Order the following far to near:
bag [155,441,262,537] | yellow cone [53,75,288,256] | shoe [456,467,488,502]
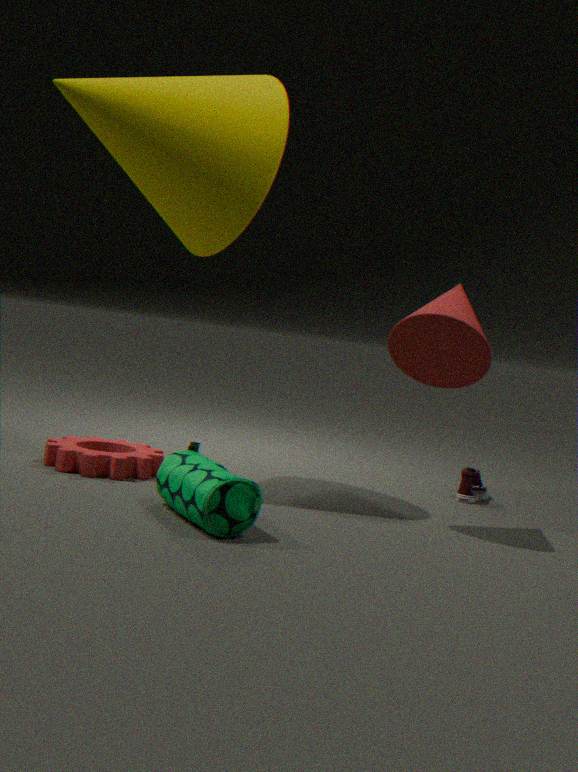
shoe [456,467,488,502]
yellow cone [53,75,288,256]
bag [155,441,262,537]
